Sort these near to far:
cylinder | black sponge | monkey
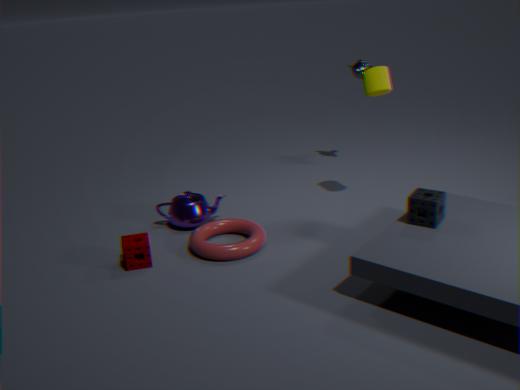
black sponge → cylinder → monkey
